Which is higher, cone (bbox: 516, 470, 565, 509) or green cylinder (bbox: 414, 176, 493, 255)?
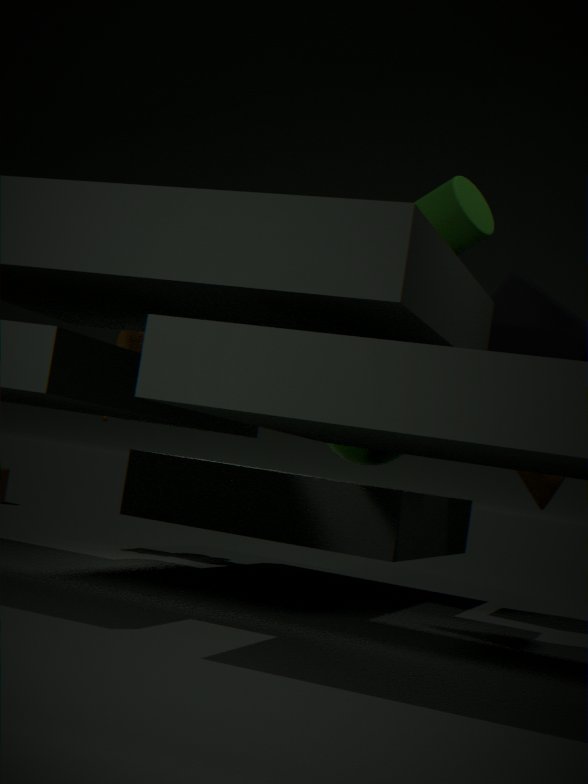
green cylinder (bbox: 414, 176, 493, 255)
